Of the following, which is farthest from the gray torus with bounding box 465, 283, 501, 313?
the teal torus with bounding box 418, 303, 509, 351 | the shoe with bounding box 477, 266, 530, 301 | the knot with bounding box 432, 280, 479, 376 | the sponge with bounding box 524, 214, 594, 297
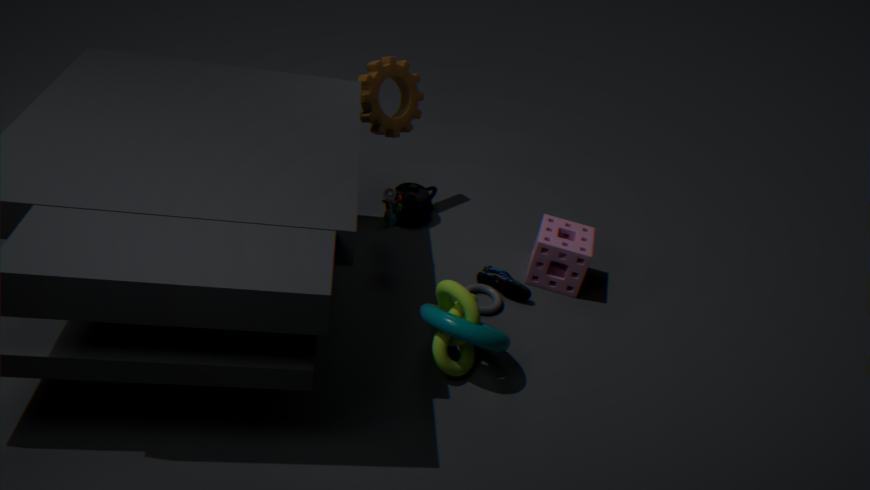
the sponge with bounding box 524, 214, 594, 297
